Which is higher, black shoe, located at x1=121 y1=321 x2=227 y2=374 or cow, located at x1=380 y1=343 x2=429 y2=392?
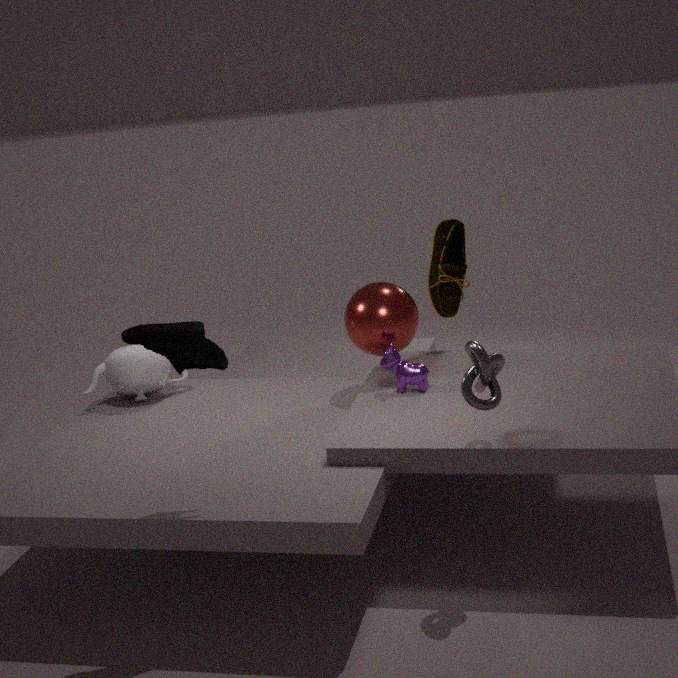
black shoe, located at x1=121 y1=321 x2=227 y2=374
